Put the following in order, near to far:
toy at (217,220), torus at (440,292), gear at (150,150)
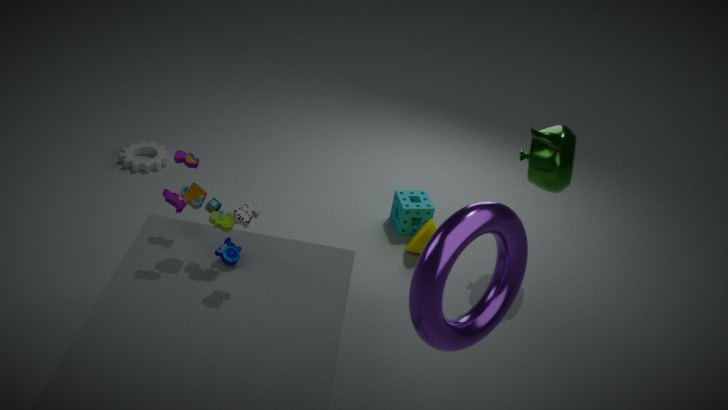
torus at (440,292) < toy at (217,220) < gear at (150,150)
